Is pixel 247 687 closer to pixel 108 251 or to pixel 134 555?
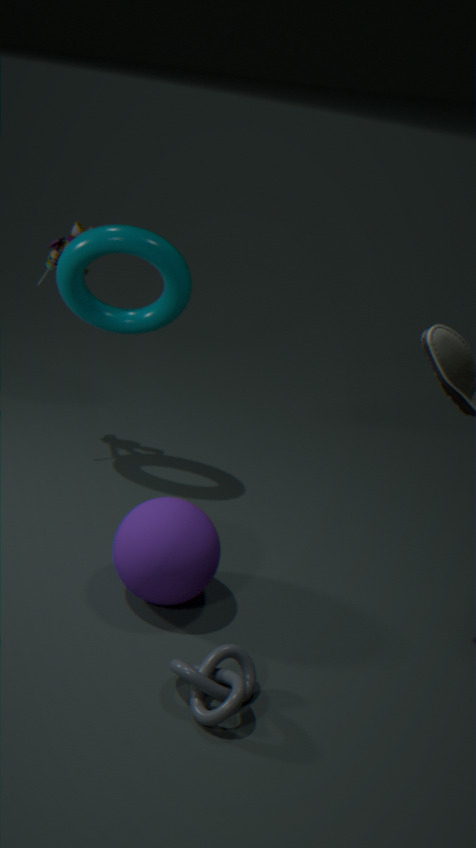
pixel 134 555
